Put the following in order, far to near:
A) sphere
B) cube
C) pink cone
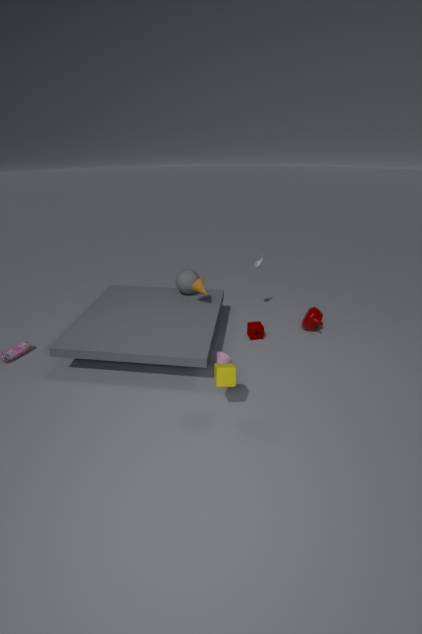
1. sphere
2. pink cone
3. cube
